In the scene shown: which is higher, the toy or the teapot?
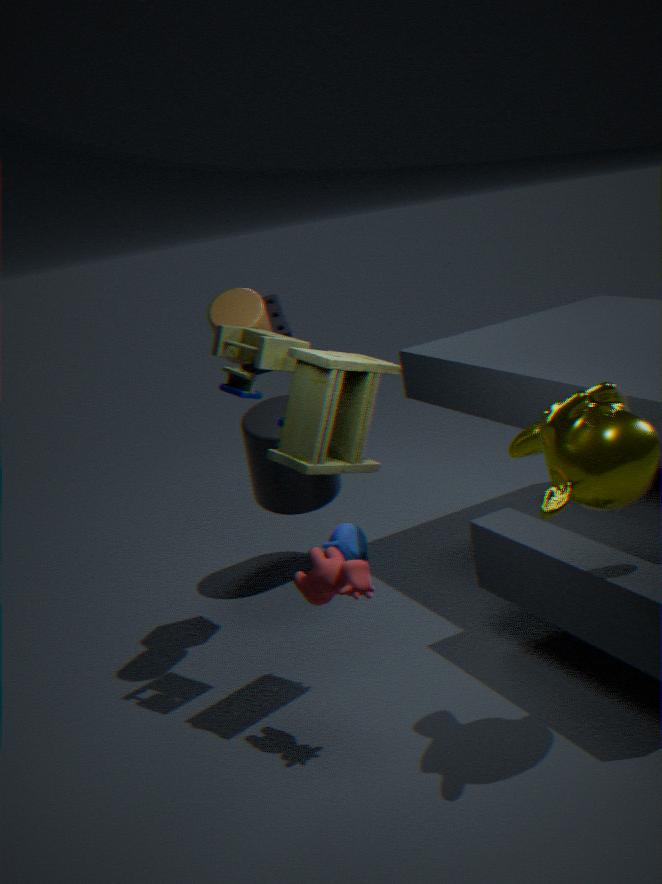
the toy
